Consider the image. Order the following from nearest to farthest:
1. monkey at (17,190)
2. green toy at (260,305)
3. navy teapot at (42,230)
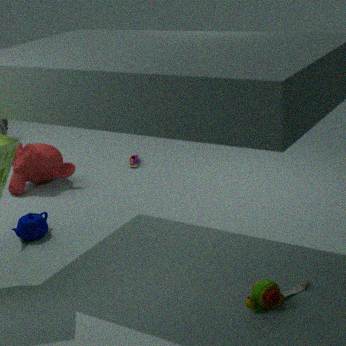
green toy at (260,305) < navy teapot at (42,230) < monkey at (17,190)
